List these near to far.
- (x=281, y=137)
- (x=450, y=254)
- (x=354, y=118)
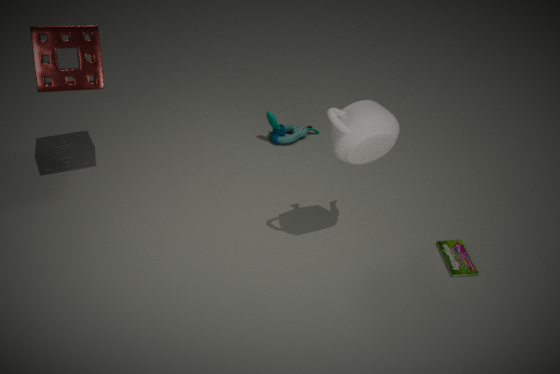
(x=354, y=118), (x=450, y=254), (x=281, y=137)
